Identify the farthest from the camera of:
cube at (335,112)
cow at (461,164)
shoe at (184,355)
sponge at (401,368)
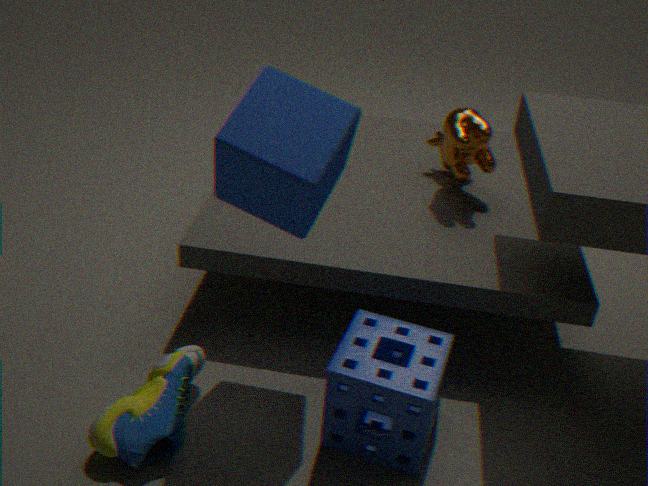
cow at (461,164)
